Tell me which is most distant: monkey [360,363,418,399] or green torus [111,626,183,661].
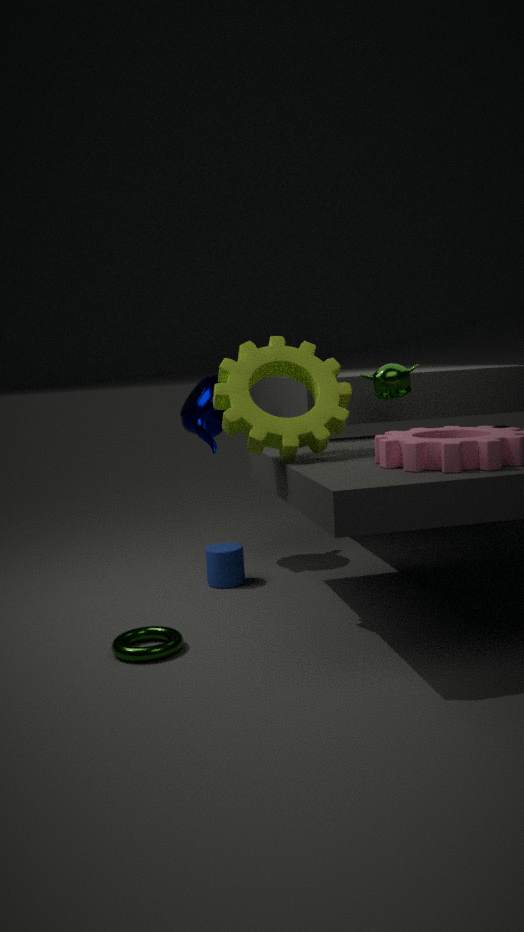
monkey [360,363,418,399]
